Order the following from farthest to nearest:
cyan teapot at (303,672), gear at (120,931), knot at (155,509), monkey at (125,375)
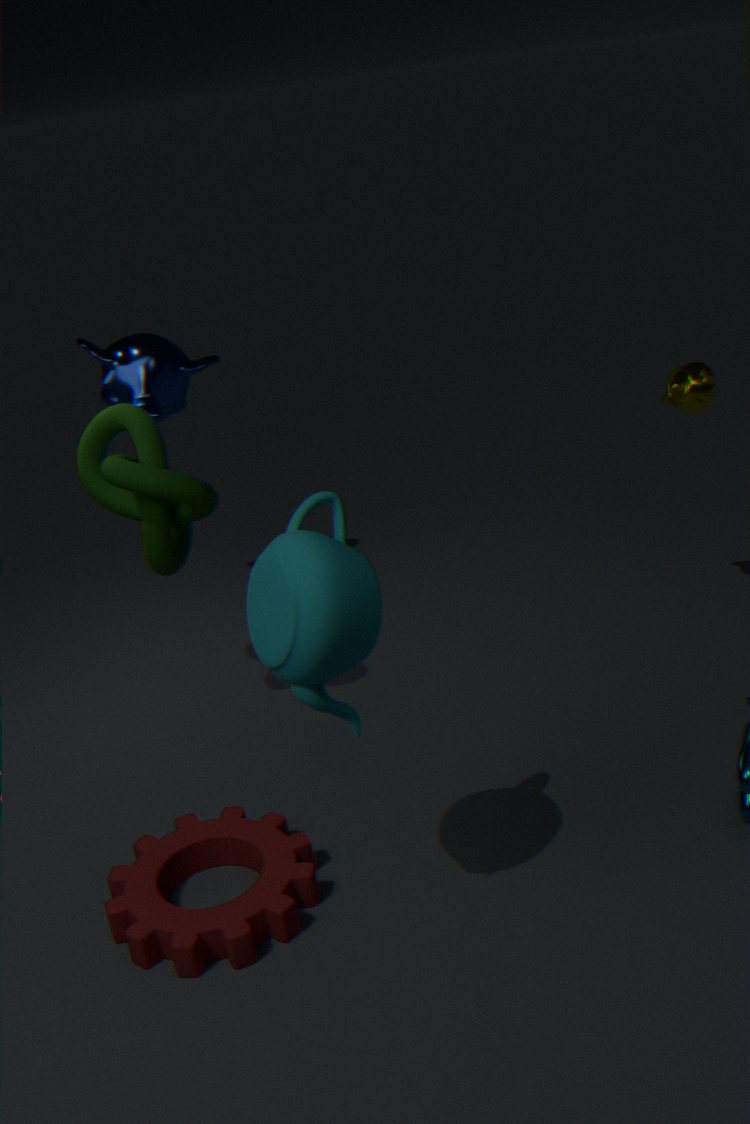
monkey at (125,375) → knot at (155,509) → gear at (120,931) → cyan teapot at (303,672)
